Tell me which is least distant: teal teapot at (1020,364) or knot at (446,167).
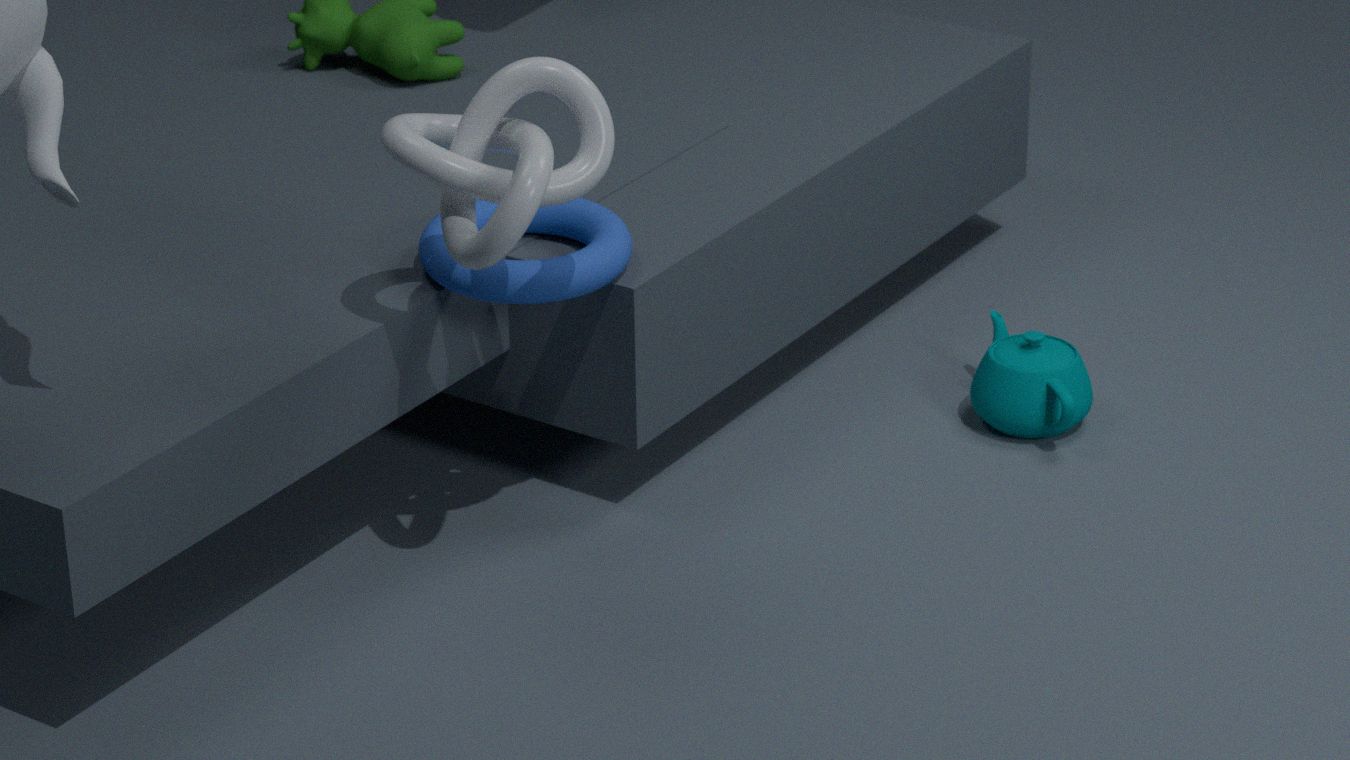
knot at (446,167)
